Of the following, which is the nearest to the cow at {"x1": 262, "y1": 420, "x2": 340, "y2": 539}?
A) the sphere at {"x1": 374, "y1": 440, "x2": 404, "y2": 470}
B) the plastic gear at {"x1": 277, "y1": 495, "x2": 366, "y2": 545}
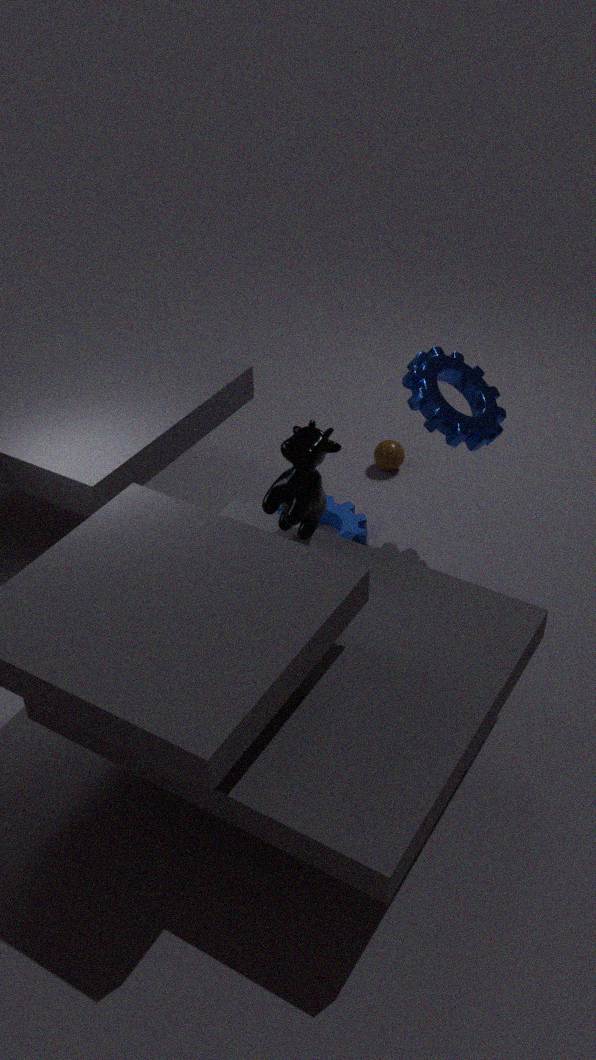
the plastic gear at {"x1": 277, "y1": 495, "x2": 366, "y2": 545}
